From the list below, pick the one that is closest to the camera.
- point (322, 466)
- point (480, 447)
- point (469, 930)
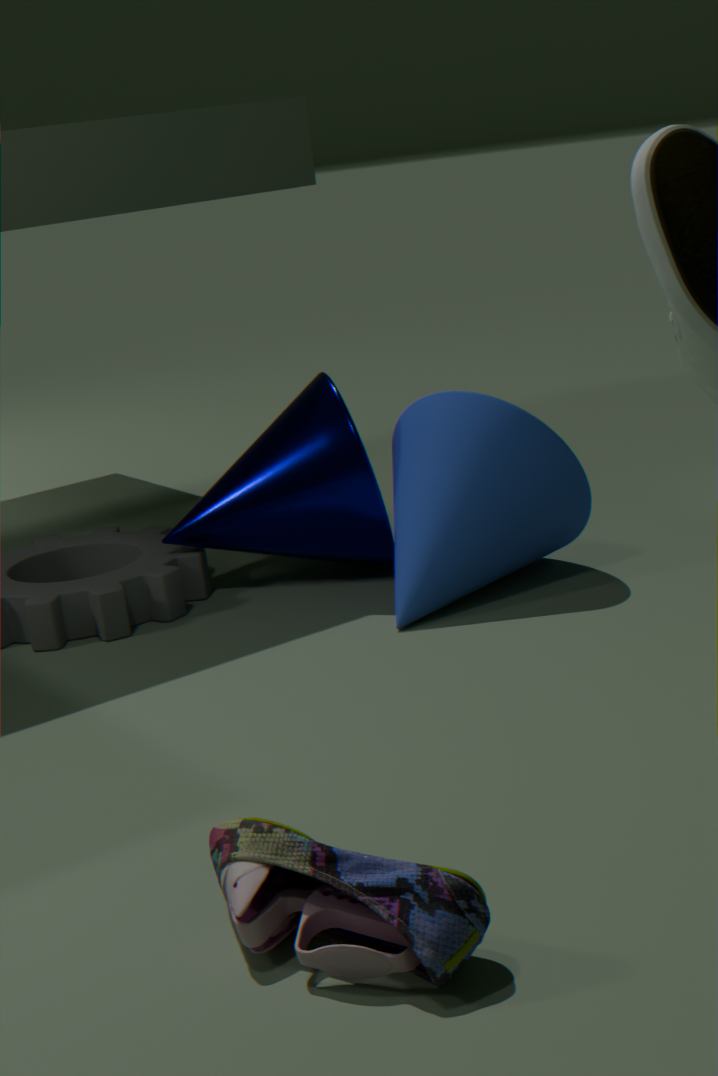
point (469, 930)
